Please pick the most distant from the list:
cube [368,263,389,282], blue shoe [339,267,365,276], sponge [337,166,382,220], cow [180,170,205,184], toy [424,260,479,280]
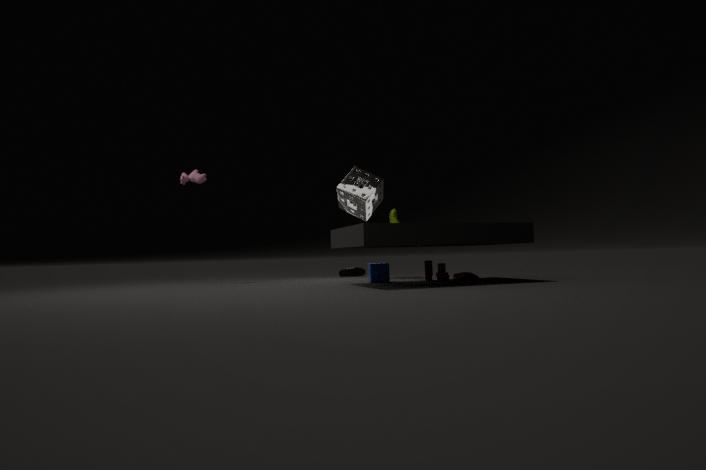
blue shoe [339,267,365,276]
